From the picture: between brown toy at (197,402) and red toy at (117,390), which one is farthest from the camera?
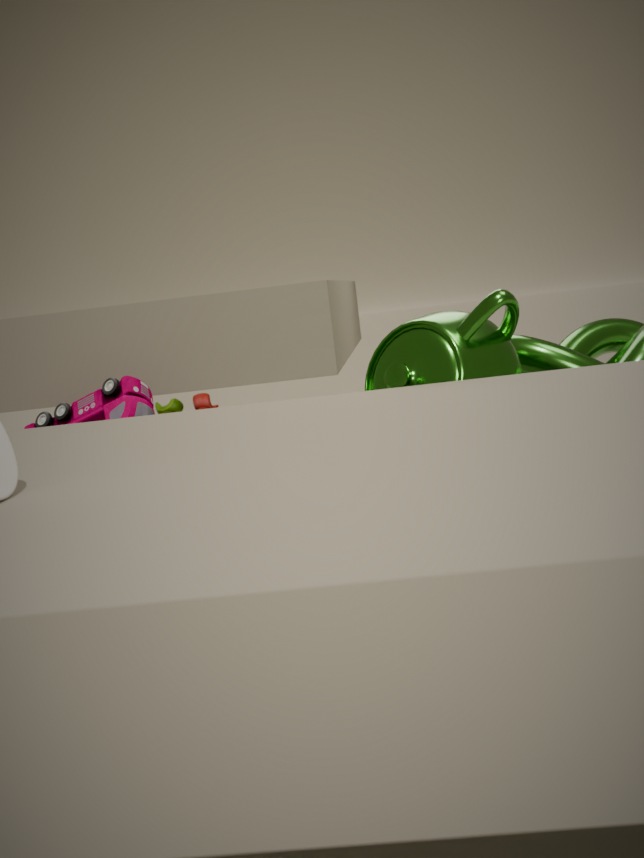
brown toy at (197,402)
